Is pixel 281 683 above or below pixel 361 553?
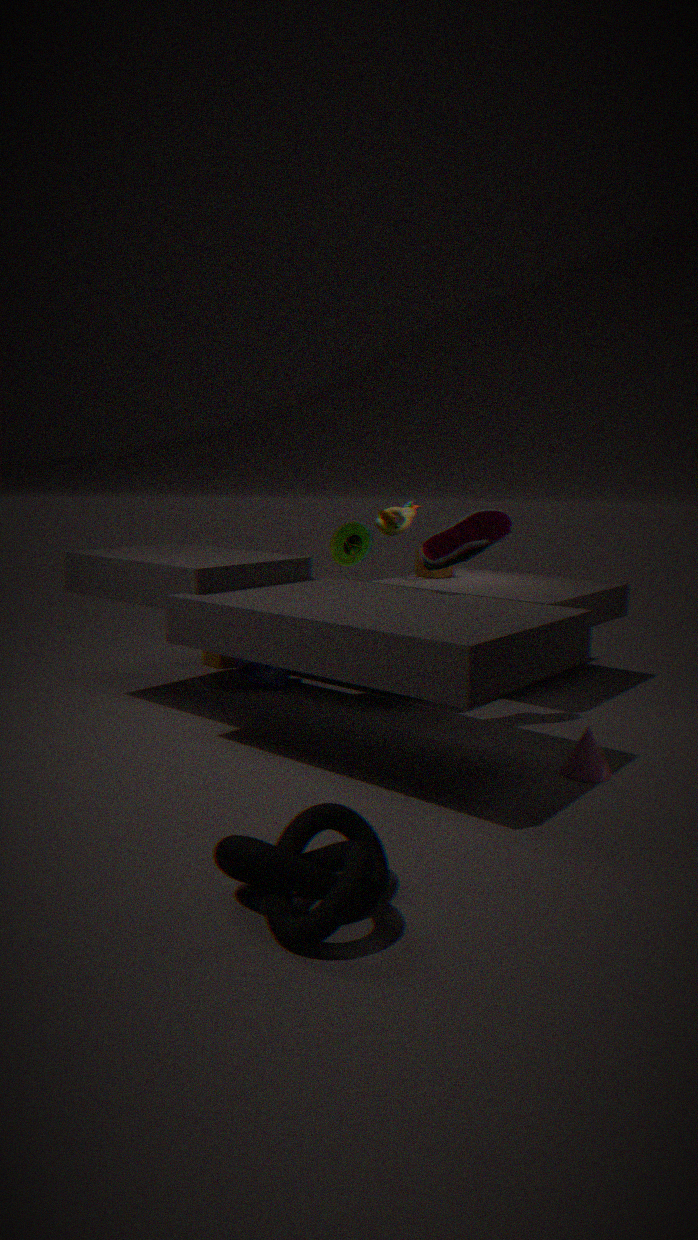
below
